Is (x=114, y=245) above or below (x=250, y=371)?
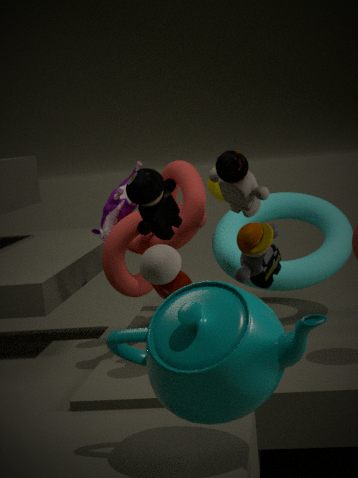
above
